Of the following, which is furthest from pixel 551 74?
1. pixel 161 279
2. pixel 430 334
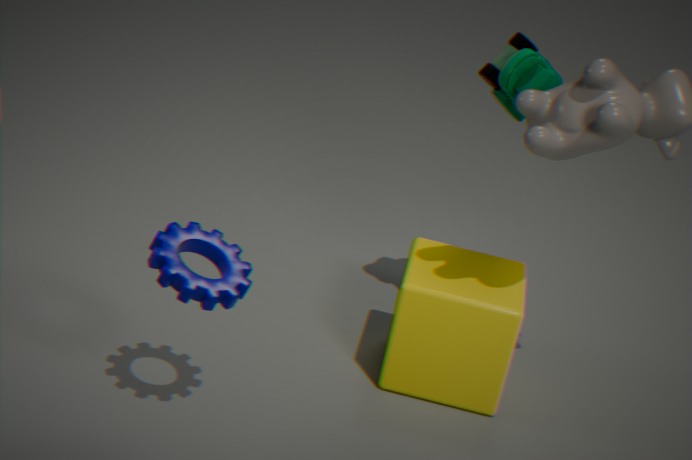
pixel 161 279
